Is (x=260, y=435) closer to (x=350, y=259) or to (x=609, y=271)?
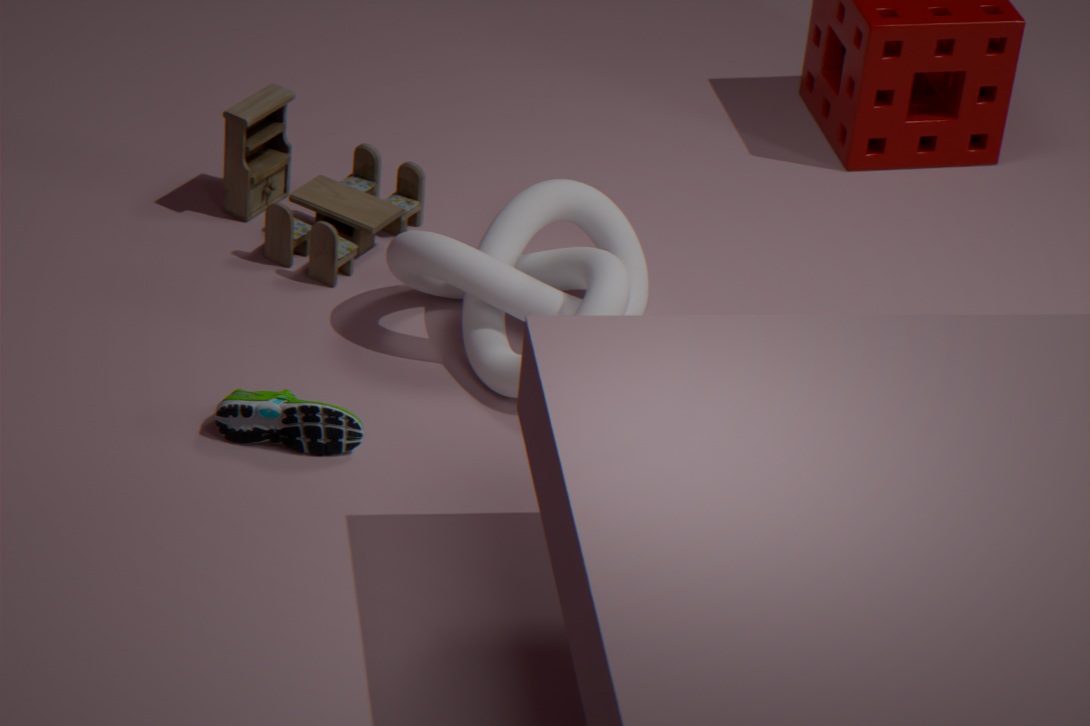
(x=609, y=271)
